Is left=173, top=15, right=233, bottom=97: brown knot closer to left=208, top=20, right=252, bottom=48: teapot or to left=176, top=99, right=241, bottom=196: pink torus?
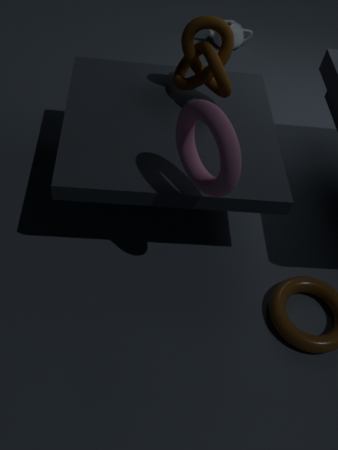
left=176, top=99, right=241, bottom=196: pink torus
